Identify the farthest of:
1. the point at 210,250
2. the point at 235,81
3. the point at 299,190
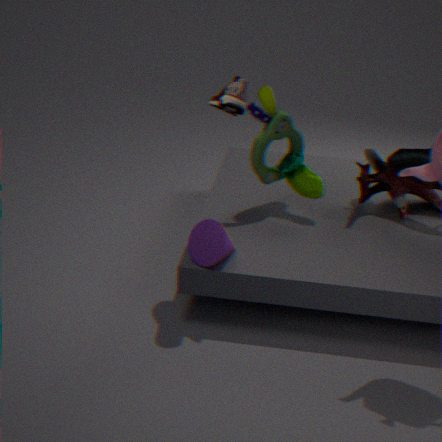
the point at 299,190
